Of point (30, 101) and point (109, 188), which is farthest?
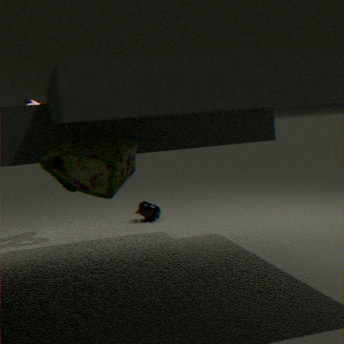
point (30, 101)
